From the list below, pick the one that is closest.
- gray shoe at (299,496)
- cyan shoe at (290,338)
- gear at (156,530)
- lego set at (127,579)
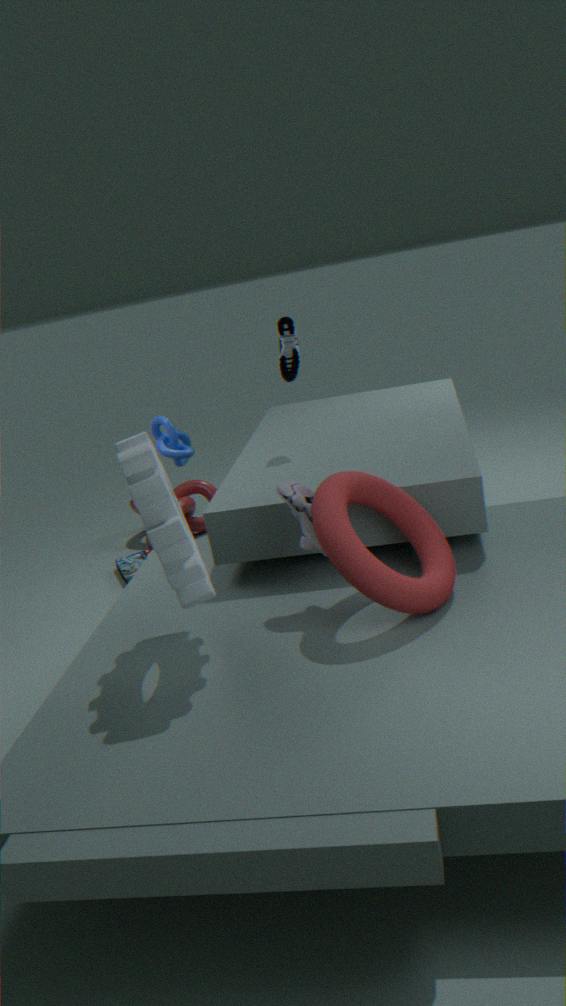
gear at (156,530)
